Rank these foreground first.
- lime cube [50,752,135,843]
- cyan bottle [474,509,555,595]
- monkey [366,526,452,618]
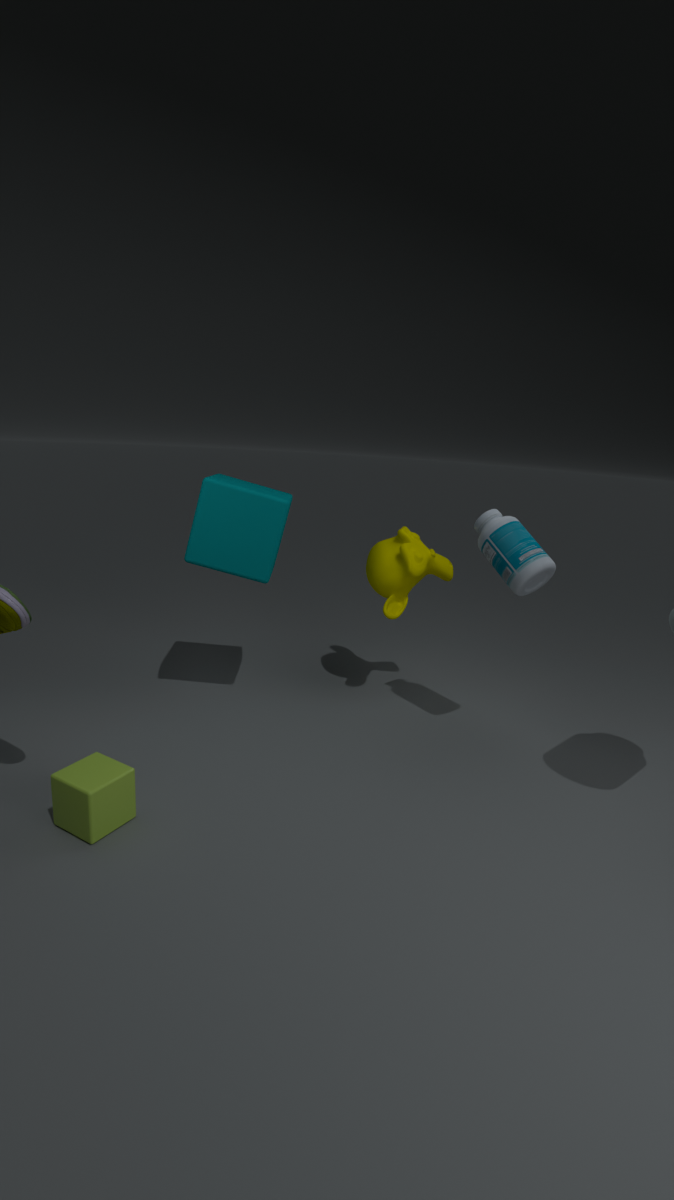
lime cube [50,752,135,843]
cyan bottle [474,509,555,595]
monkey [366,526,452,618]
